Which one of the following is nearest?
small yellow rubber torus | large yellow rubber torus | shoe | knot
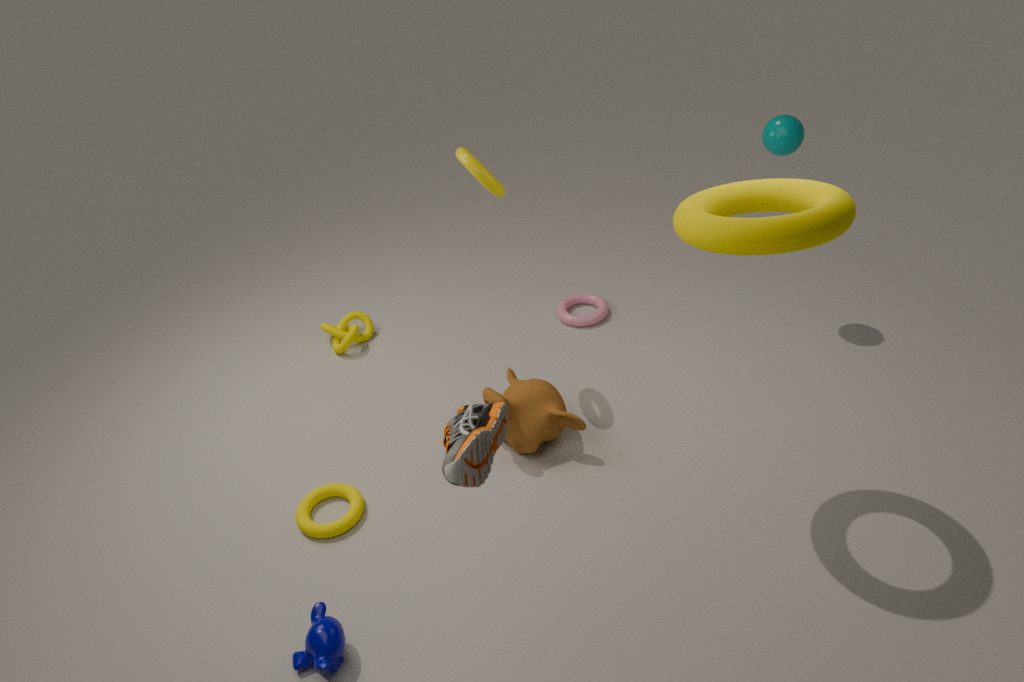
shoe
